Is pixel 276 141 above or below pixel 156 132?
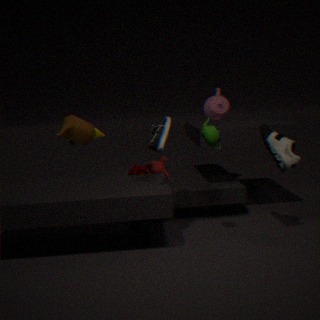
below
